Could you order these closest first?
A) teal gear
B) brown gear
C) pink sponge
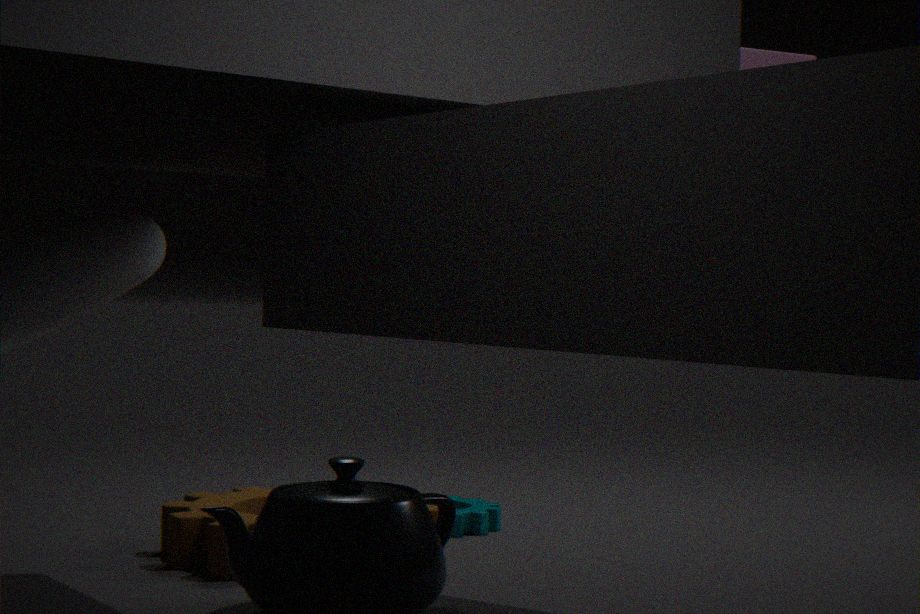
pink sponge
brown gear
teal gear
